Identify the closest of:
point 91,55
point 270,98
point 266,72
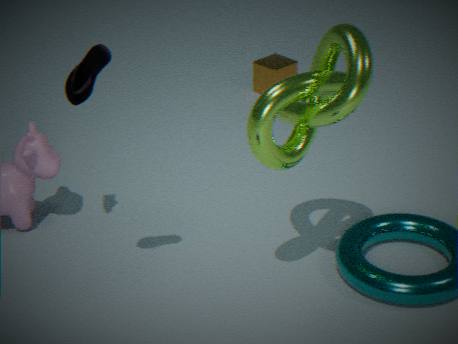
point 91,55
